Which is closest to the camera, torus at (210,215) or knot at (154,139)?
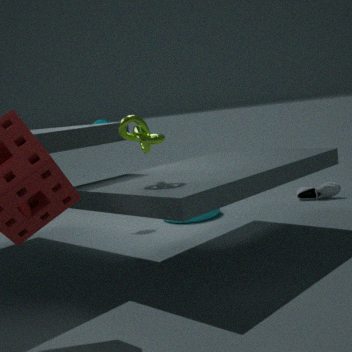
knot at (154,139)
